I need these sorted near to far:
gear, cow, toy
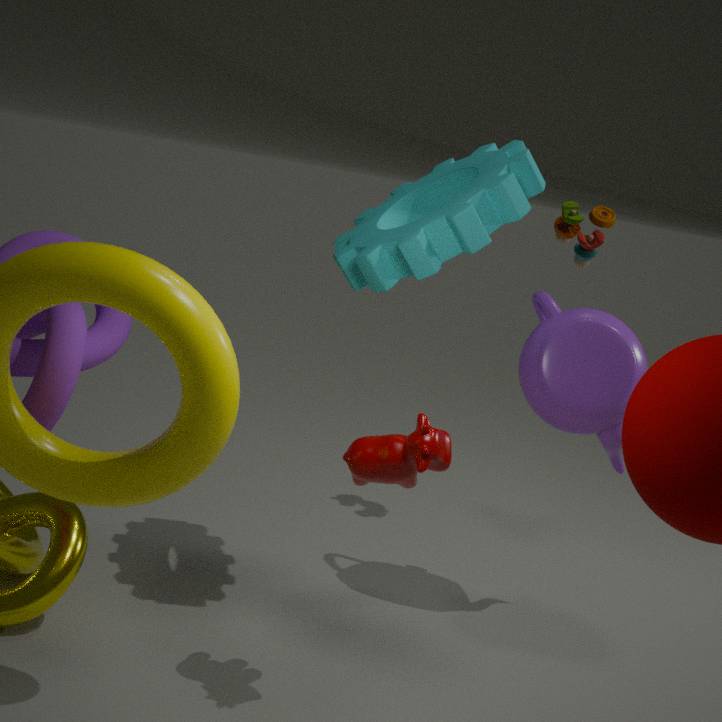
cow → gear → toy
